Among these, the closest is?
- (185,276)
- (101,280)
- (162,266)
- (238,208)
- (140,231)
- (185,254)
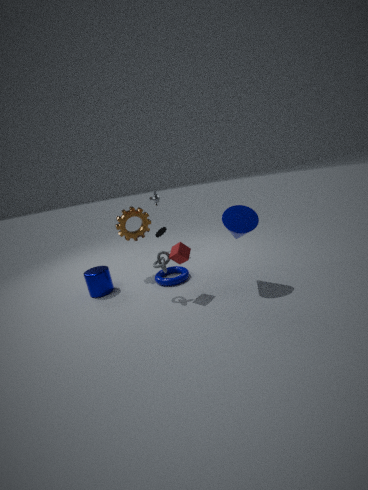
(185,254)
